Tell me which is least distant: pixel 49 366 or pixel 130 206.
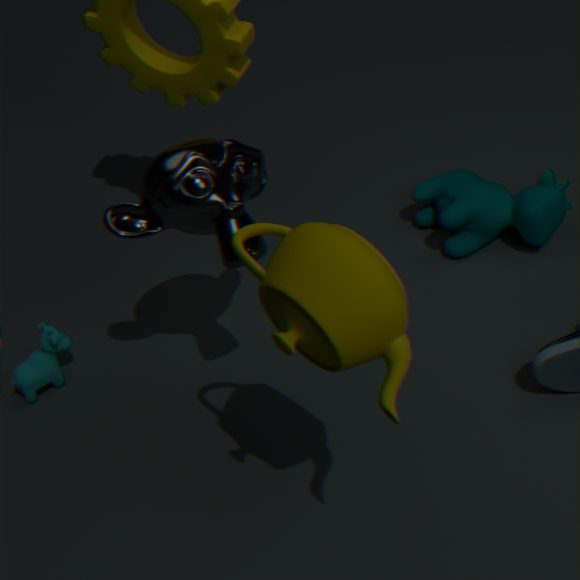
pixel 130 206
